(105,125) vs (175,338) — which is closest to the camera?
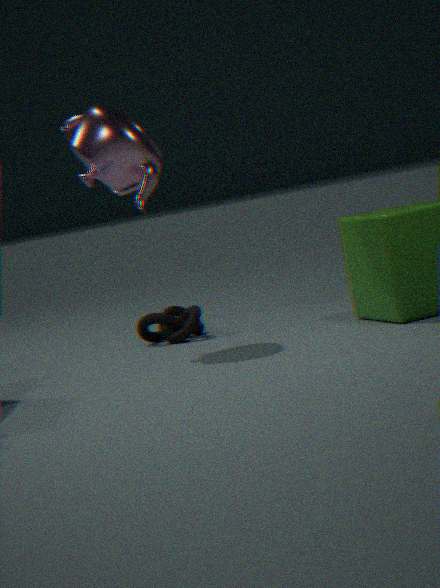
(105,125)
